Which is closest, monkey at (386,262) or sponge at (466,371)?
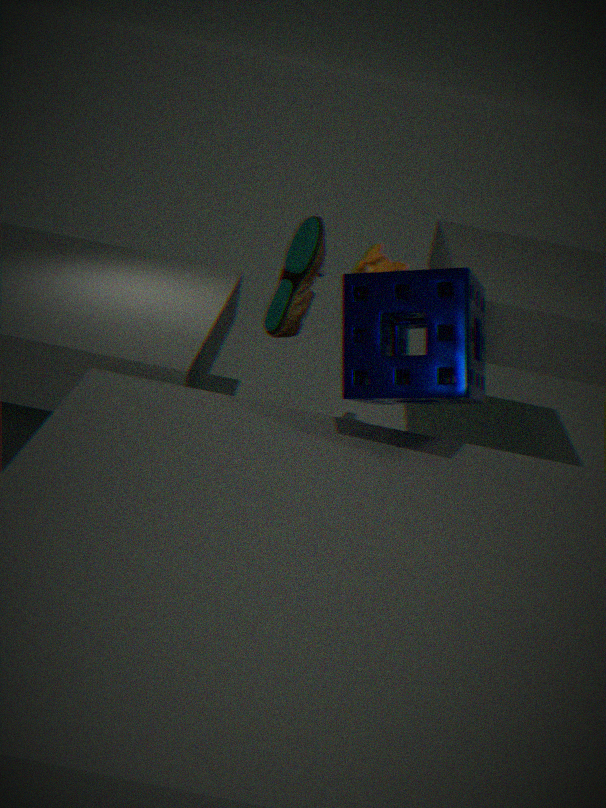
sponge at (466,371)
